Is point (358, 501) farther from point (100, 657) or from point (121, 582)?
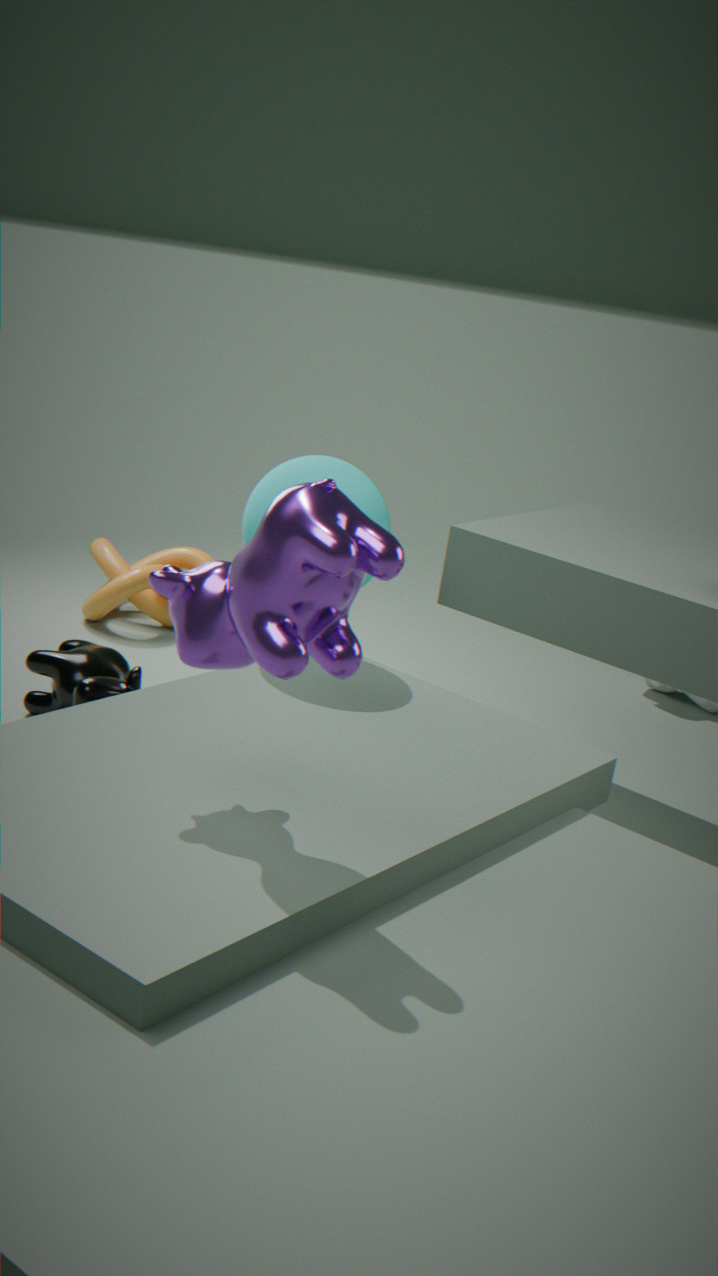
point (121, 582)
